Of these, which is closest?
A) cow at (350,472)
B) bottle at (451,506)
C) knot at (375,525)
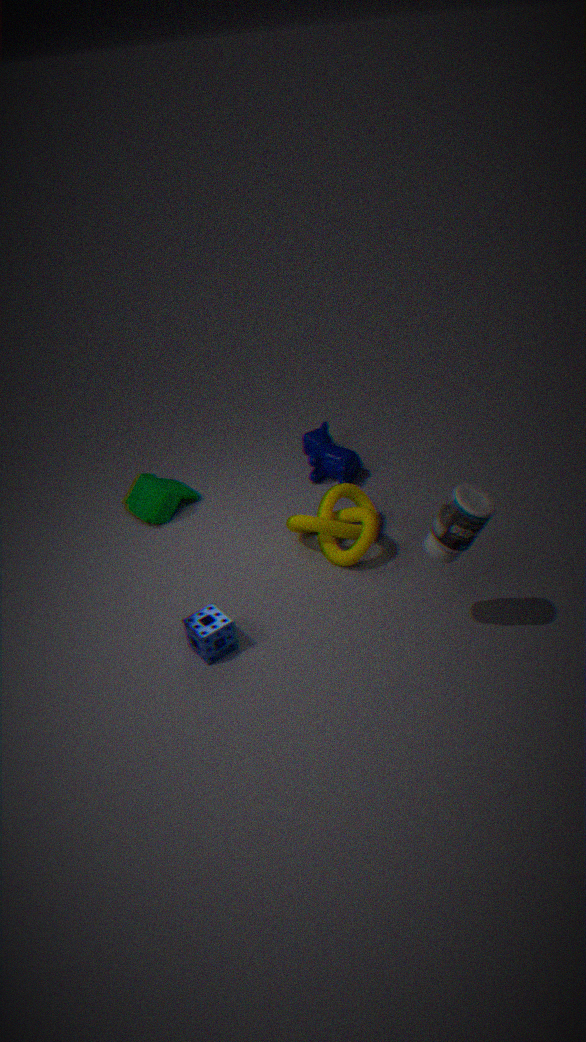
bottle at (451,506)
